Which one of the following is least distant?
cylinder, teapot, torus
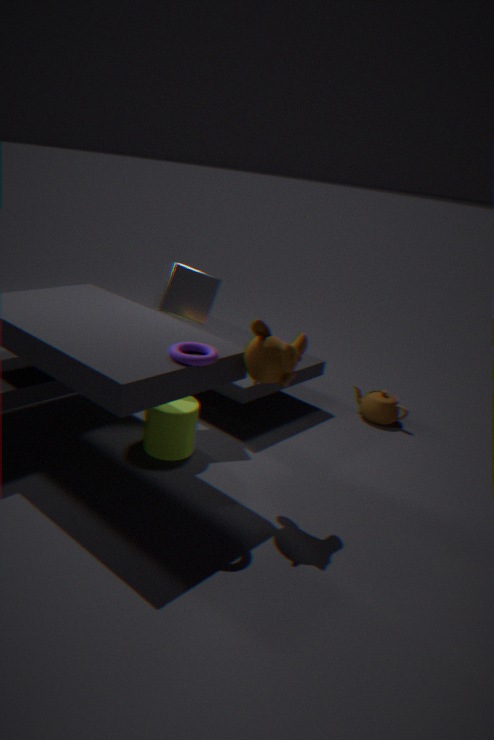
torus
